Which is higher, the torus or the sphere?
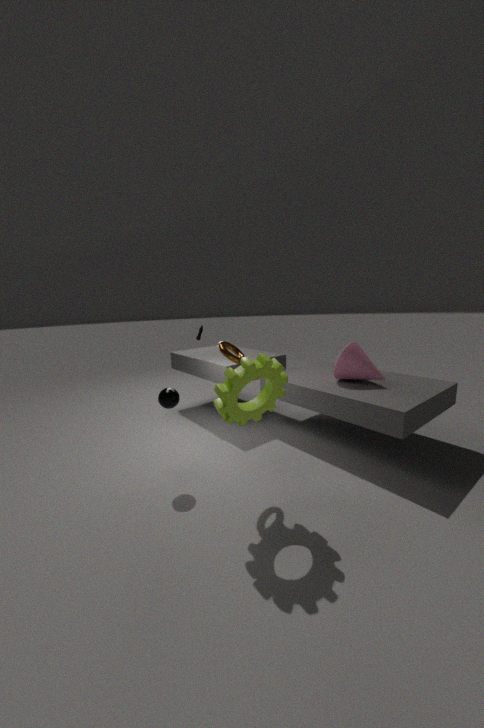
the torus
